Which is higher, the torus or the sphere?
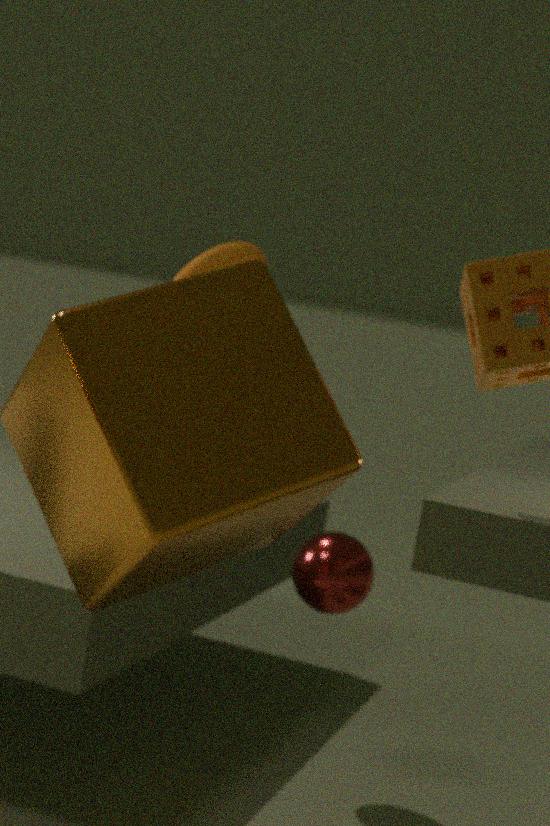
the torus
